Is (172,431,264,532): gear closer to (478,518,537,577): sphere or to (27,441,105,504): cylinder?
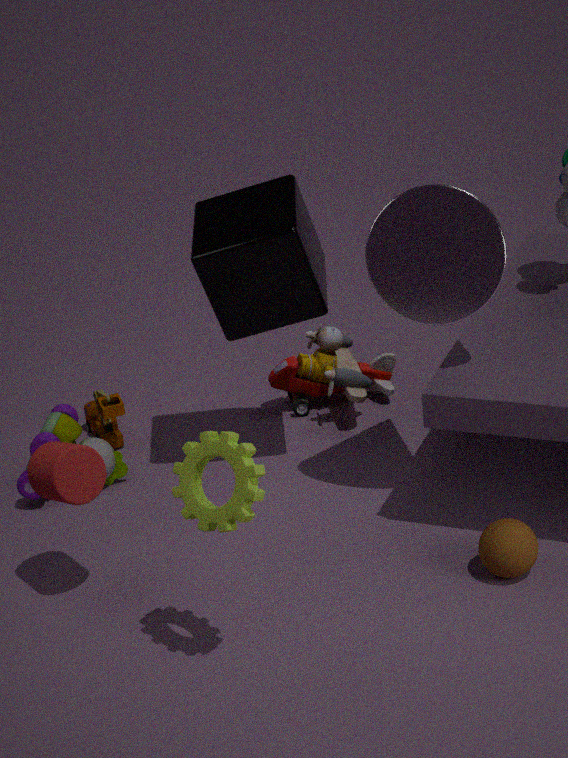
(27,441,105,504): cylinder
